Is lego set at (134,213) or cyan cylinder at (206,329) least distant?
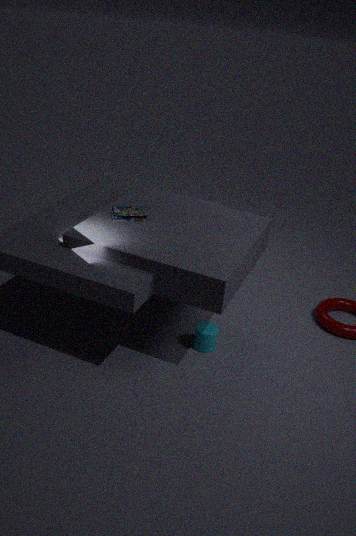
lego set at (134,213)
